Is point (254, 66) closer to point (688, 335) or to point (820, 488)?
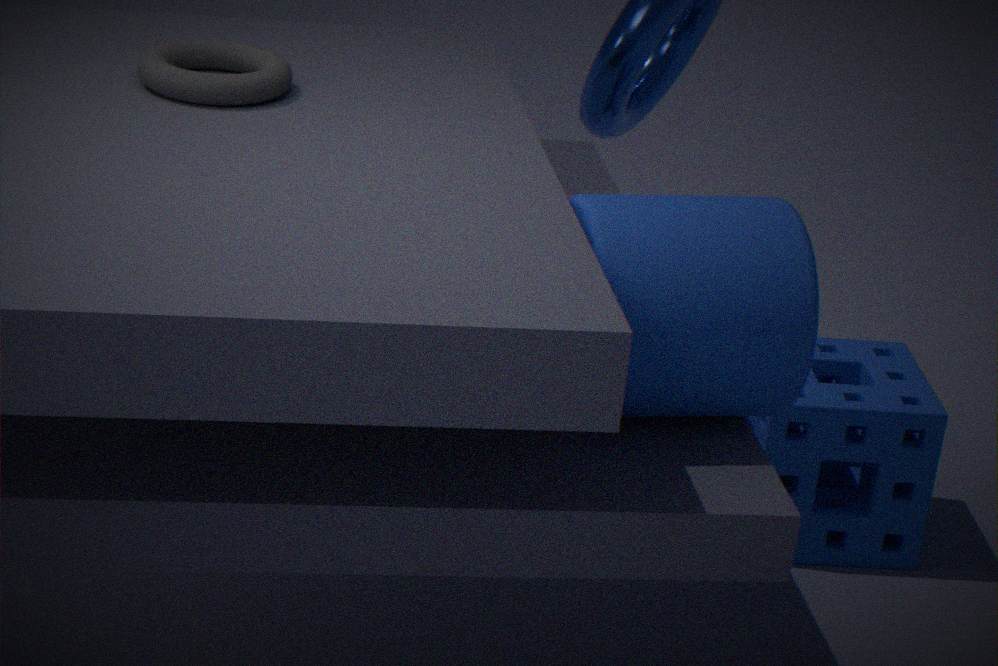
point (688, 335)
